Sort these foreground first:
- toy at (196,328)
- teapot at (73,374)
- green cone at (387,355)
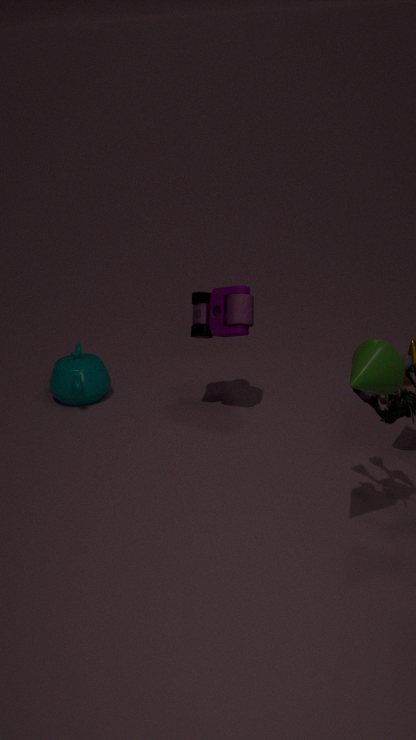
green cone at (387,355) → toy at (196,328) → teapot at (73,374)
